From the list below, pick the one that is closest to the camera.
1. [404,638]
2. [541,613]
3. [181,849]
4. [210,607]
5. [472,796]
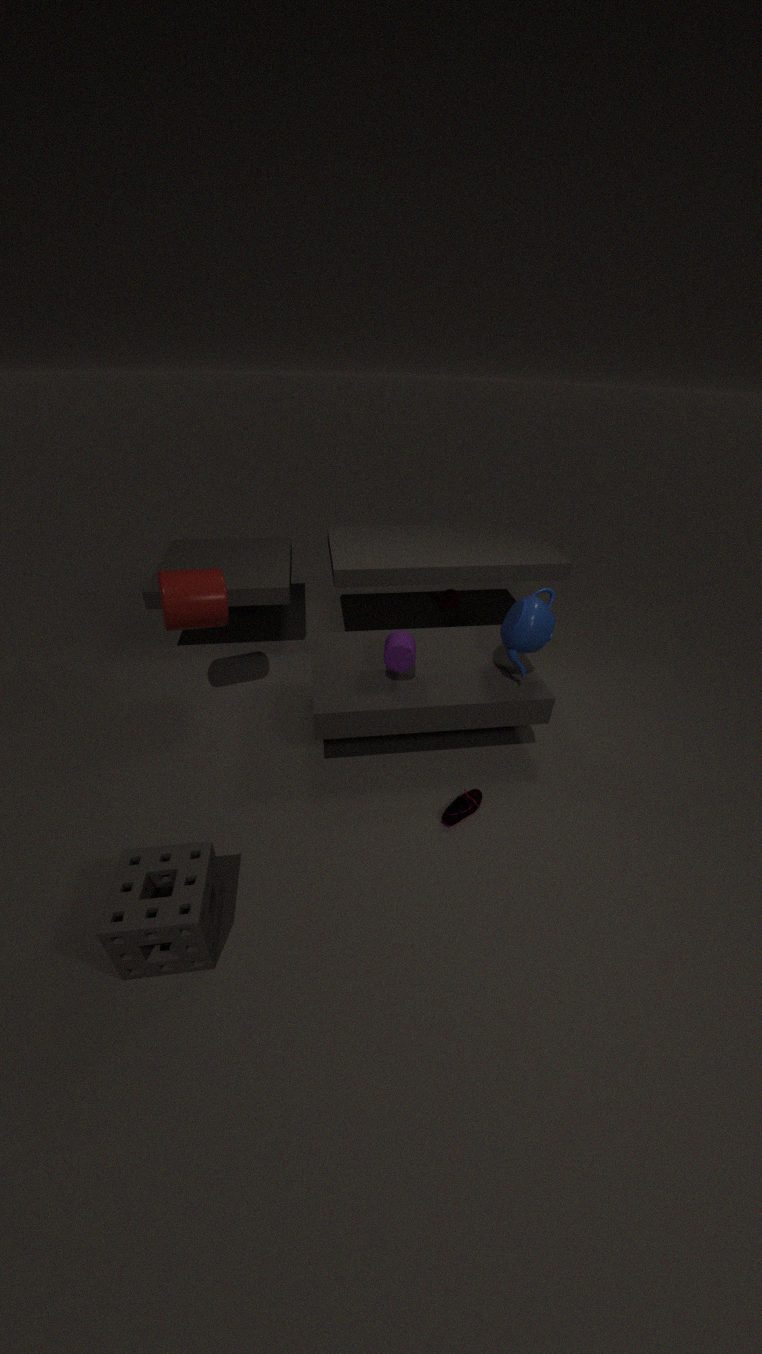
[181,849]
